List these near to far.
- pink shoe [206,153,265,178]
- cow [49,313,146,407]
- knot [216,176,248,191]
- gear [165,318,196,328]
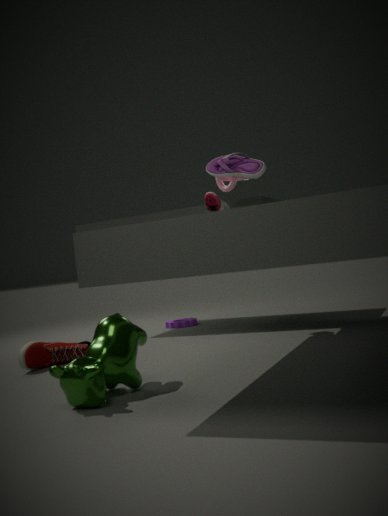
cow [49,313,146,407], pink shoe [206,153,265,178], knot [216,176,248,191], gear [165,318,196,328]
